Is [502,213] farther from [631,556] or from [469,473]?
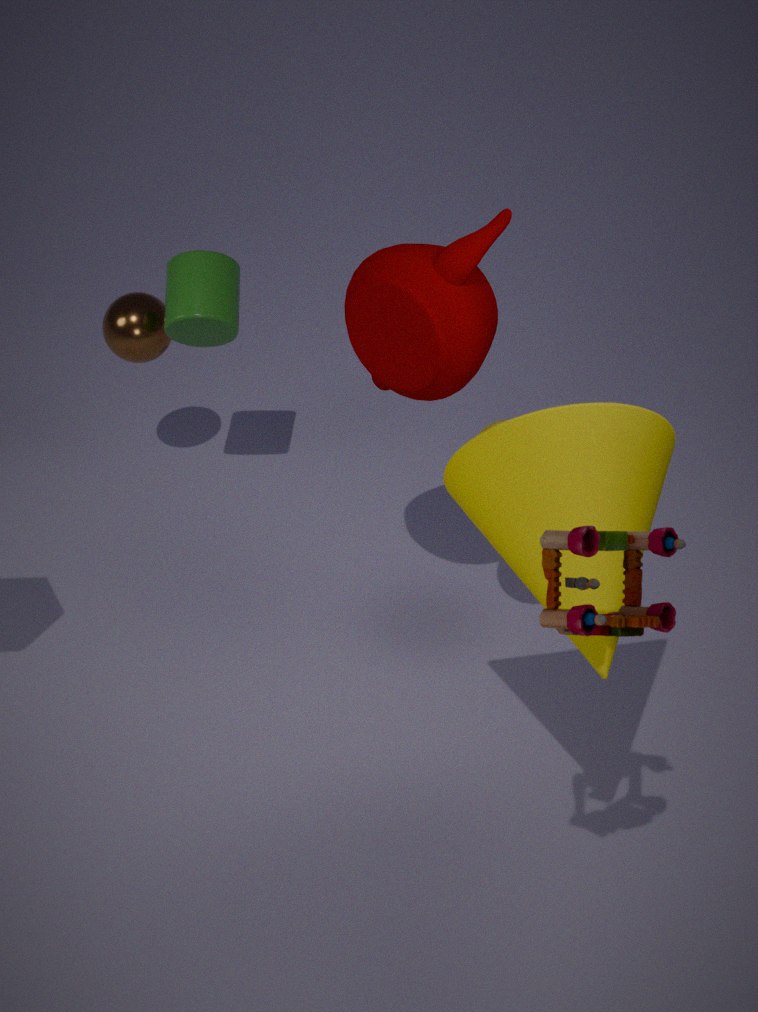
[631,556]
